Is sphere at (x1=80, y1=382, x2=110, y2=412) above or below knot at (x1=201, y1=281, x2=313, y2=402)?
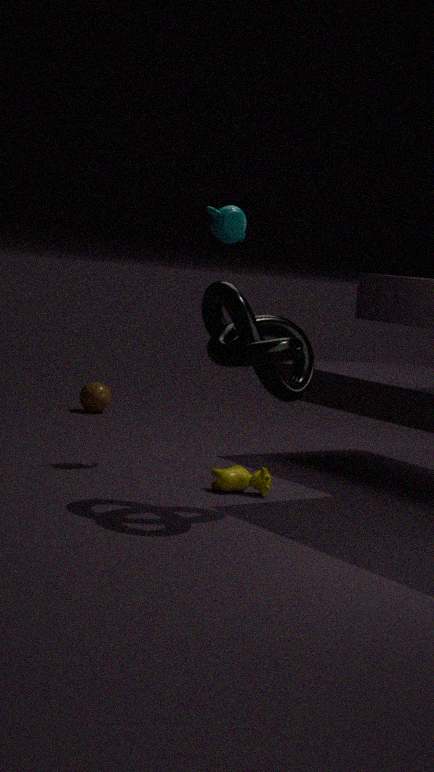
below
